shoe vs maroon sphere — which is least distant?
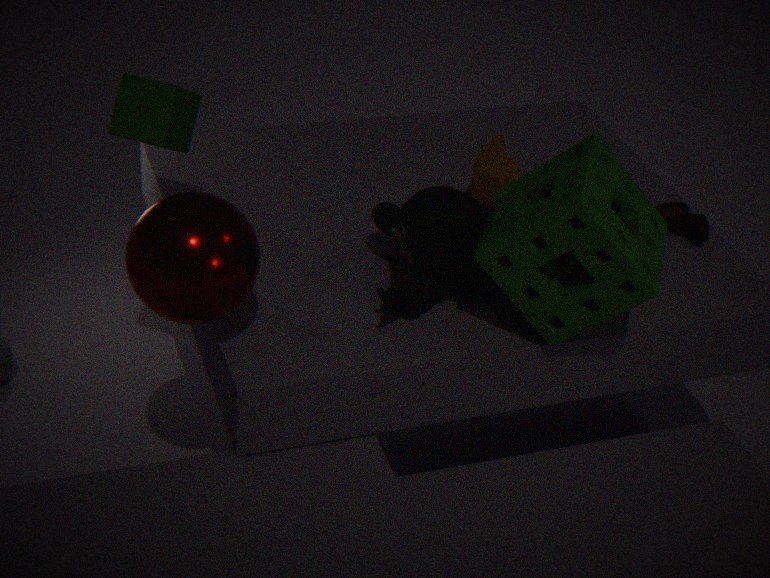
maroon sphere
